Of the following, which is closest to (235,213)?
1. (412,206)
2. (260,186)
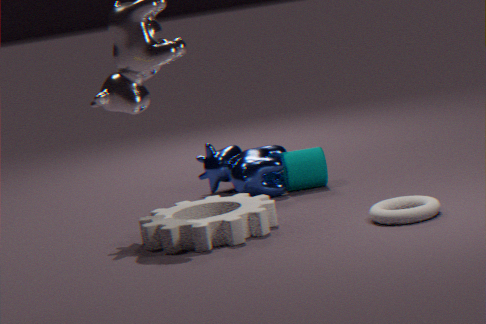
(260,186)
